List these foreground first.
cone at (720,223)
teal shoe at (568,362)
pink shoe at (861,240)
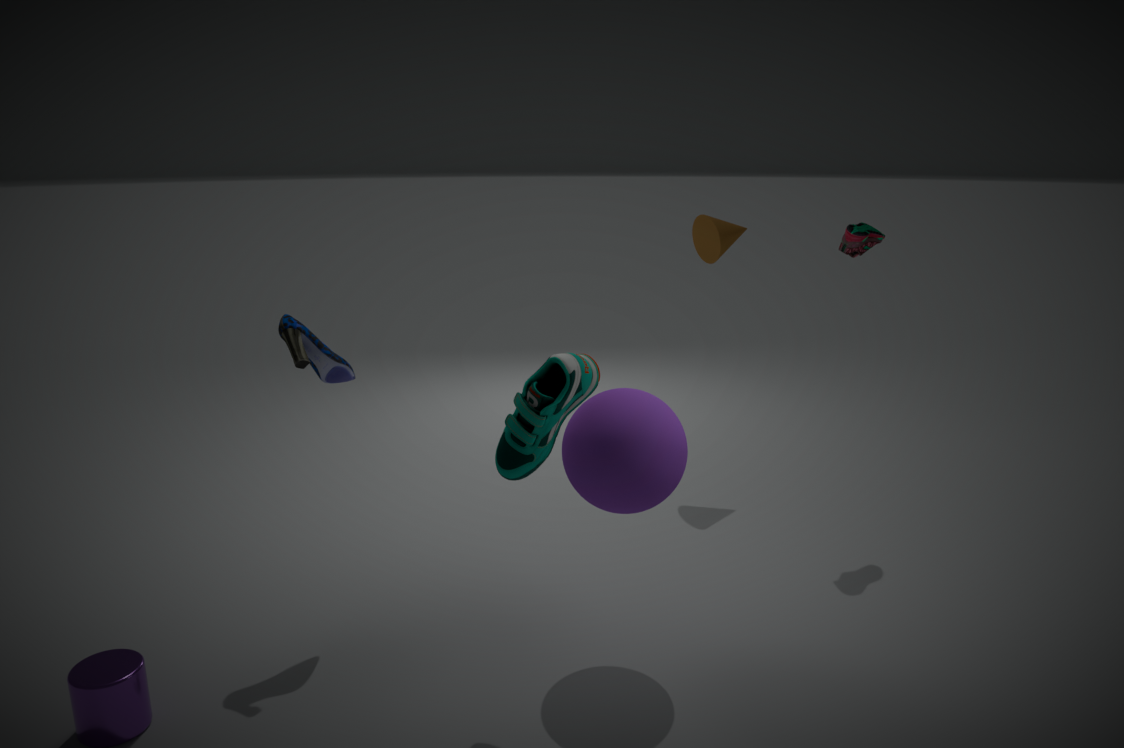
teal shoe at (568,362), pink shoe at (861,240), cone at (720,223)
